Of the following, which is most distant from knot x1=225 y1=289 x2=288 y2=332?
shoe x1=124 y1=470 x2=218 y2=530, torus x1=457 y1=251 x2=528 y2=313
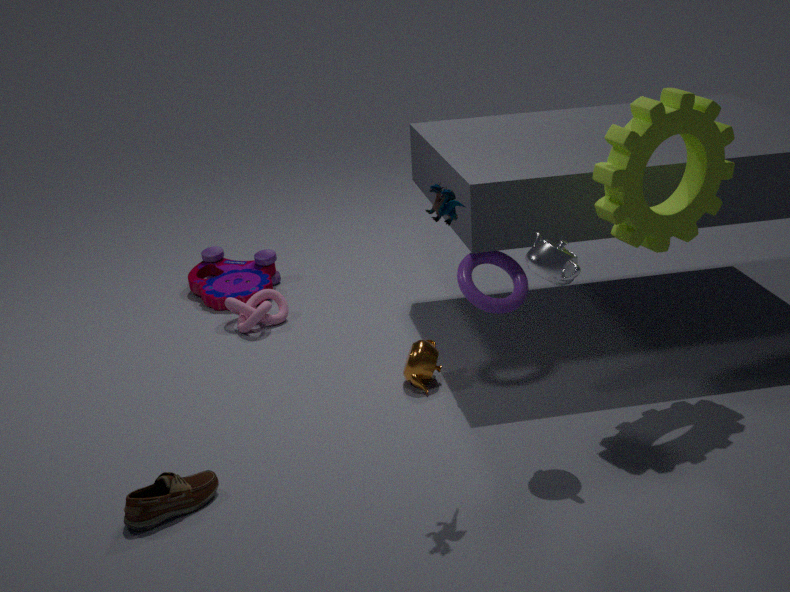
shoe x1=124 y1=470 x2=218 y2=530
